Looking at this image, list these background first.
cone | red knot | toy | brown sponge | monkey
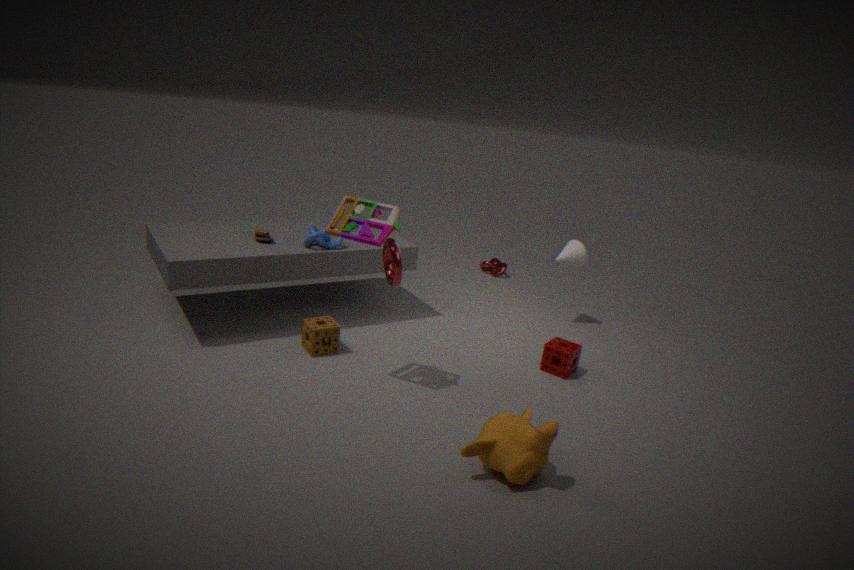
red knot → cone → brown sponge → toy → monkey
